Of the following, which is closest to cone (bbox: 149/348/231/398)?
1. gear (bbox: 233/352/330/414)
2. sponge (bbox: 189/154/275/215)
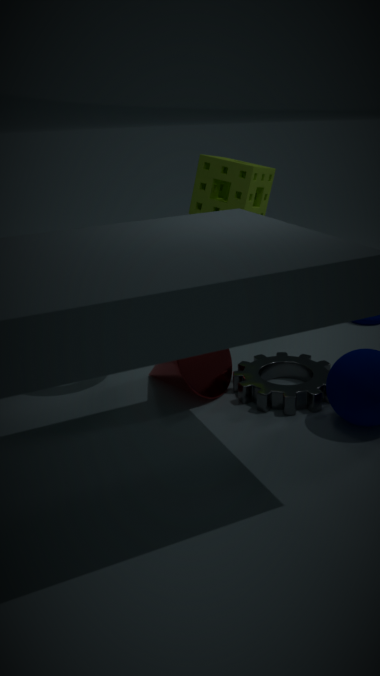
gear (bbox: 233/352/330/414)
